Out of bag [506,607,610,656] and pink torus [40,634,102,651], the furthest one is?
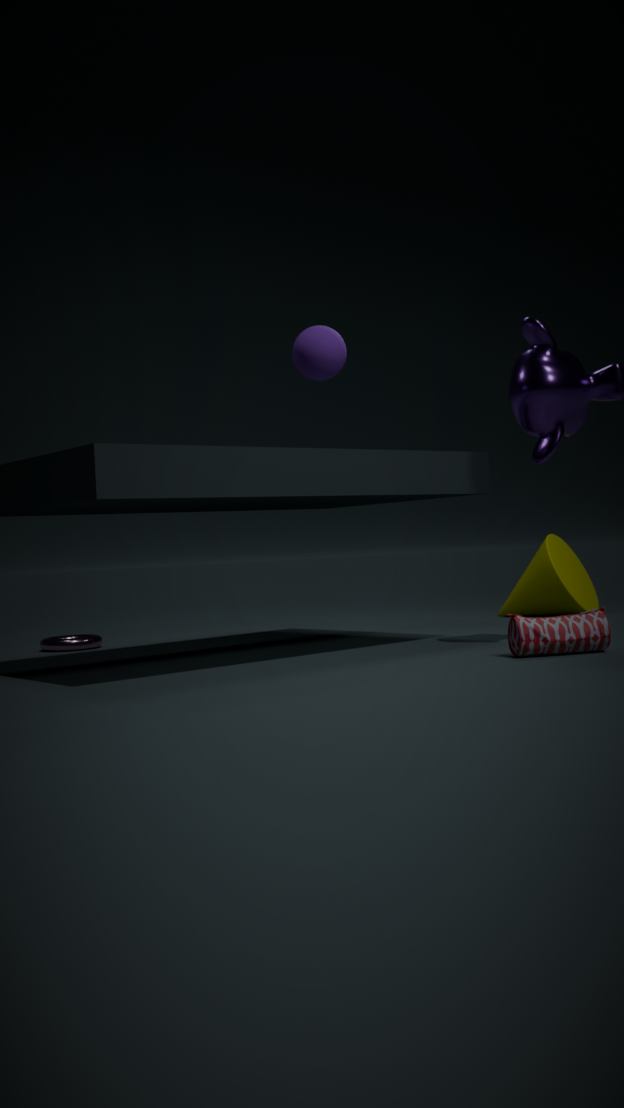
pink torus [40,634,102,651]
